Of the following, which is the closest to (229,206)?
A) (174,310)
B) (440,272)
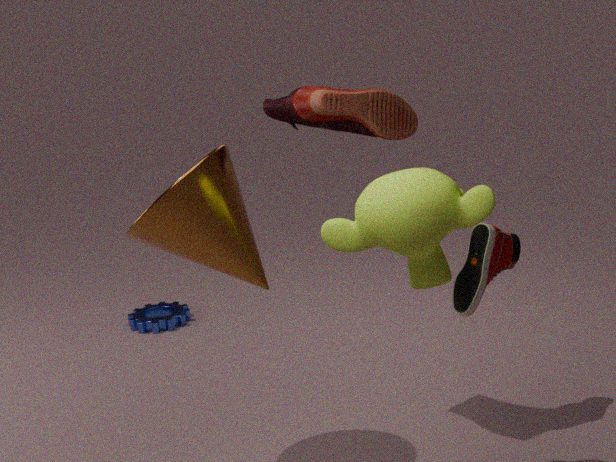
(440,272)
